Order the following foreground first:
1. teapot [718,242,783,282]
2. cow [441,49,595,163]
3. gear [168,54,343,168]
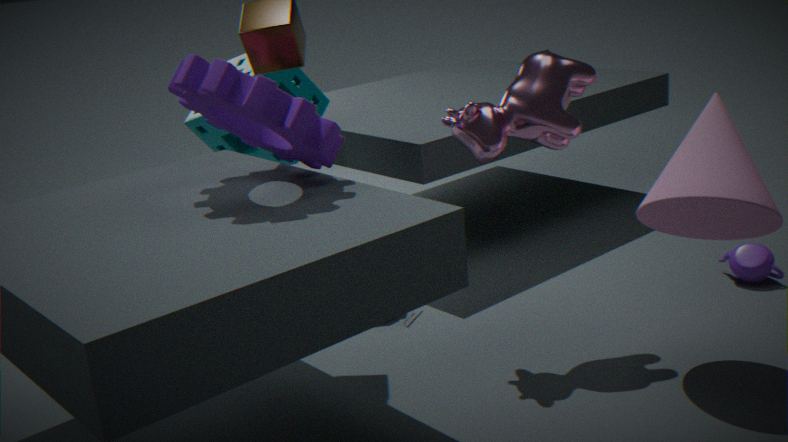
gear [168,54,343,168], cow [441,49,595,163], teapot [718,242,783,282]
